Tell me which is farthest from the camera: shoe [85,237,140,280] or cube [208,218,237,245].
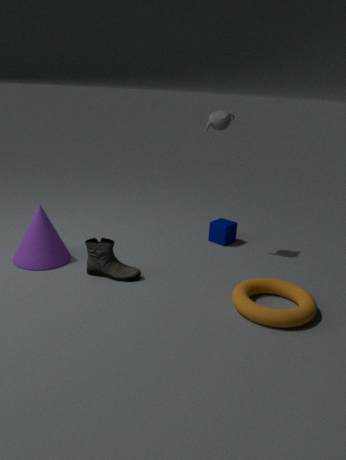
cube [208,218,237,245]
